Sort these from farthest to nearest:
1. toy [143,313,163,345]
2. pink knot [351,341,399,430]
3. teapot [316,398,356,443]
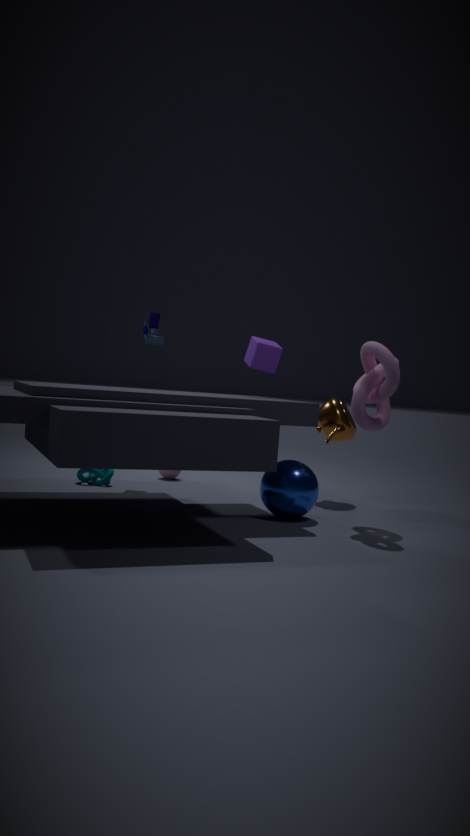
toy [143,313,163,345] → teapot [316,398,356,443] → pink knot [351,341,399,430]
